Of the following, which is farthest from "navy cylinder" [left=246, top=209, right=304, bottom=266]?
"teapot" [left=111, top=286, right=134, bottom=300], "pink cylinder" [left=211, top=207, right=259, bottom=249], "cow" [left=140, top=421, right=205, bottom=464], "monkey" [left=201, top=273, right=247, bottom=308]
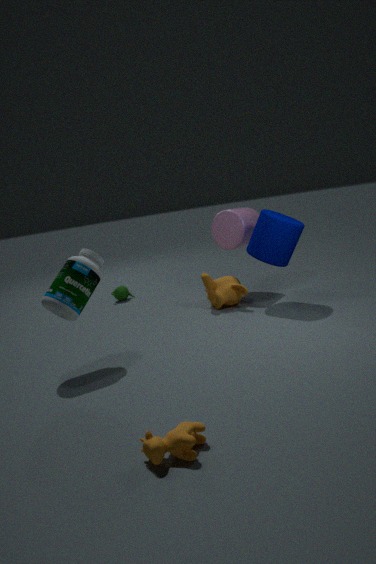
"cow" [left=140, top=421, right=205, bottom=464]
